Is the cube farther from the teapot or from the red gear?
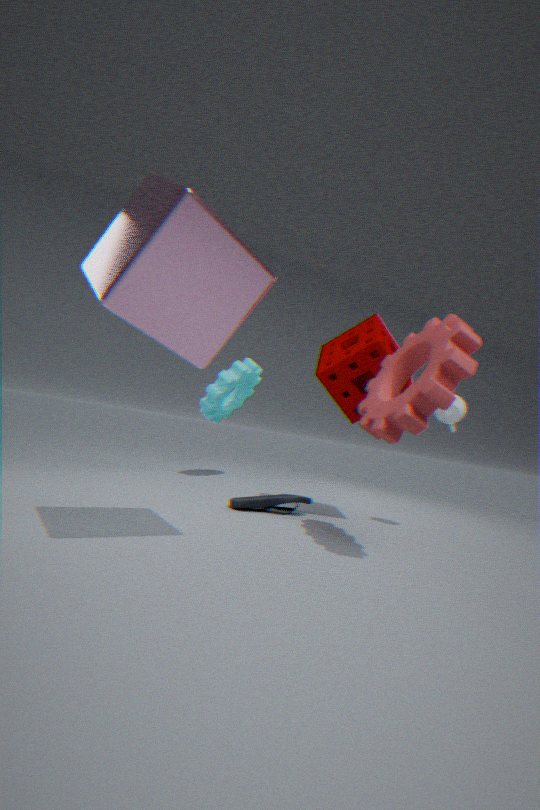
the teapot
